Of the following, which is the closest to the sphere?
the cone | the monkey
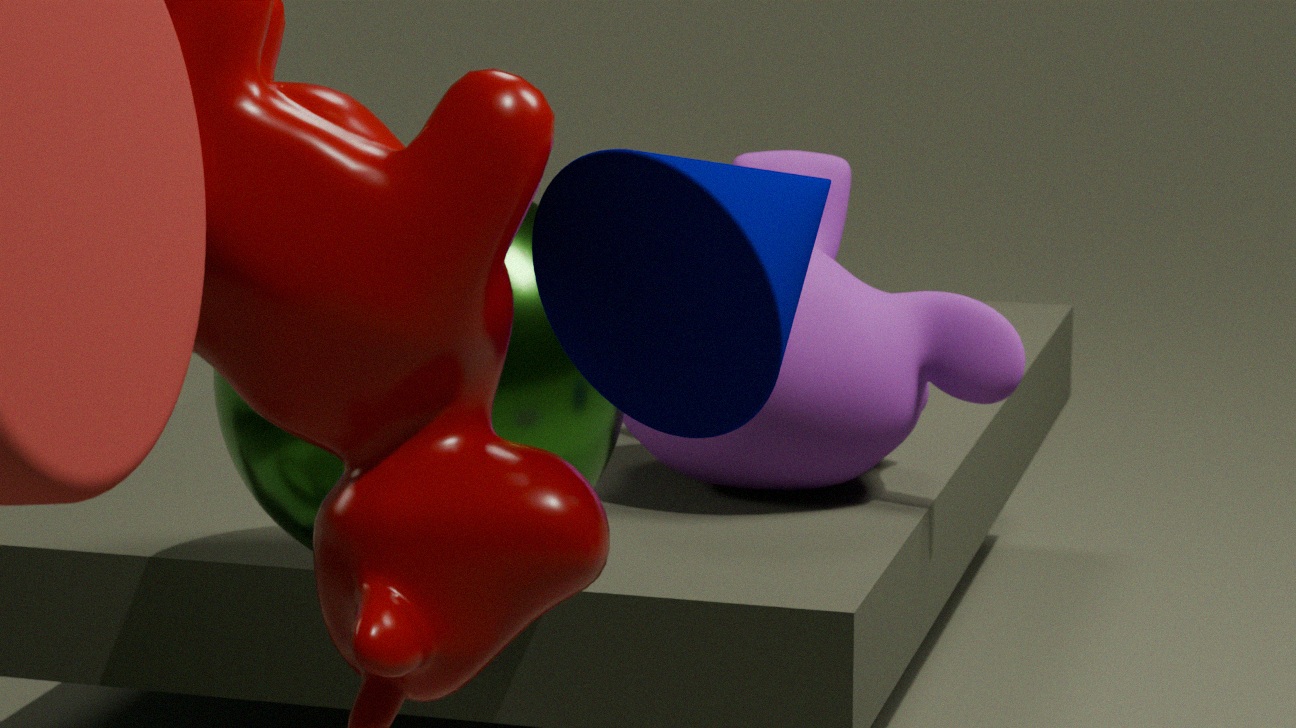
the monkey
